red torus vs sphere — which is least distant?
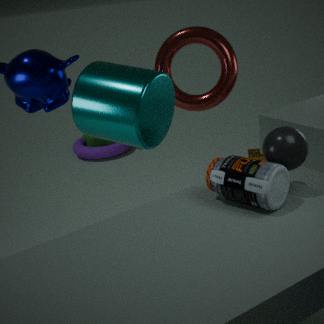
sphere
